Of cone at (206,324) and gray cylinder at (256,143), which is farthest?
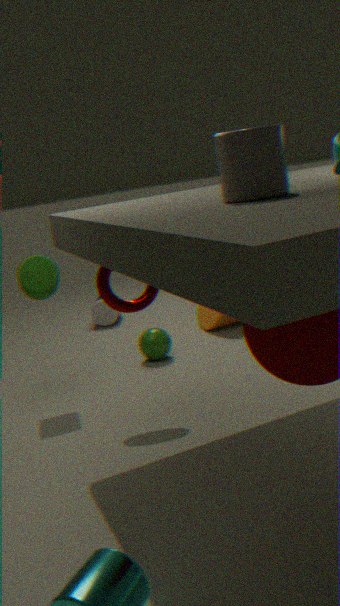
cone at (206,324)
